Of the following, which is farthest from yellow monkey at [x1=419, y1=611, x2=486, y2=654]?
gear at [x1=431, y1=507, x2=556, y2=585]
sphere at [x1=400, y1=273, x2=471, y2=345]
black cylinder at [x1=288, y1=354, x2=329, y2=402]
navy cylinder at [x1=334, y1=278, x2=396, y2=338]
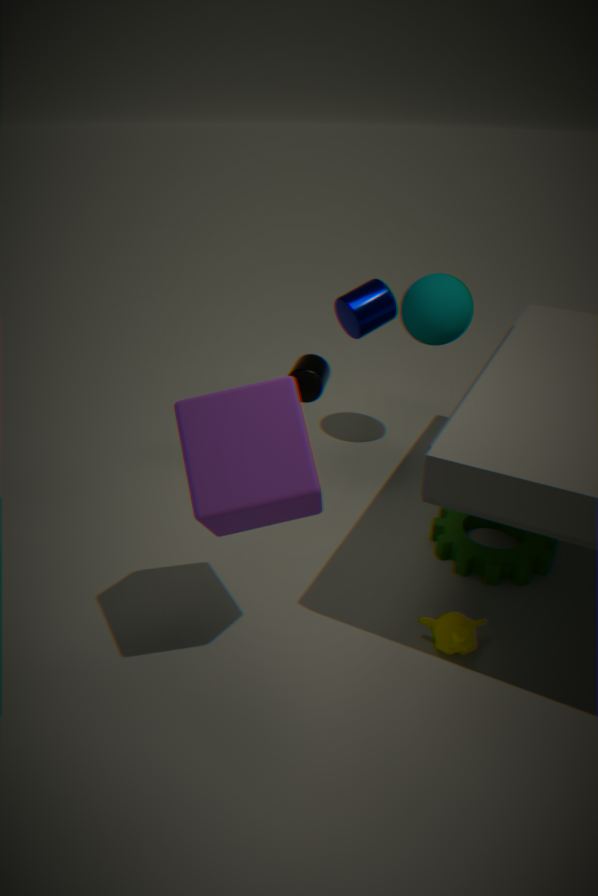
sphere at [x1=400, y1=273, x2=471, y2=345]
